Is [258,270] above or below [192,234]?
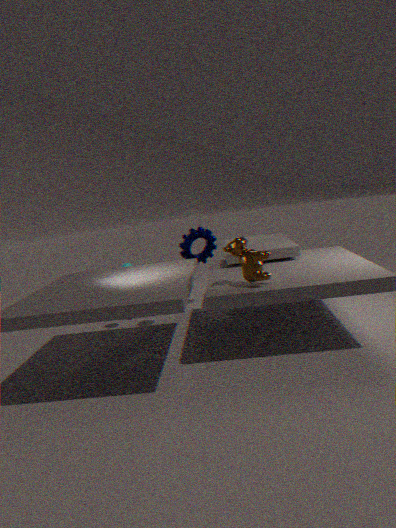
above
